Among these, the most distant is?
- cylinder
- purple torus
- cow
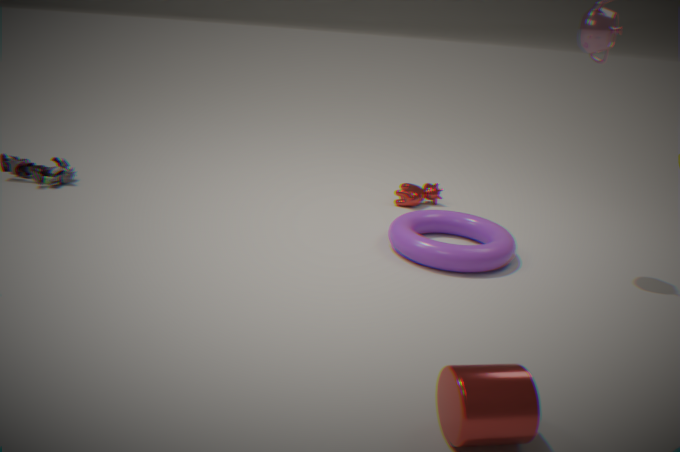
cow
